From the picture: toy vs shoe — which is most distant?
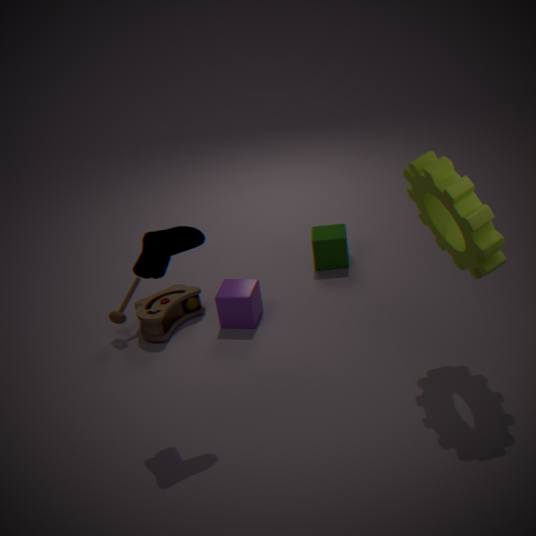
toy
